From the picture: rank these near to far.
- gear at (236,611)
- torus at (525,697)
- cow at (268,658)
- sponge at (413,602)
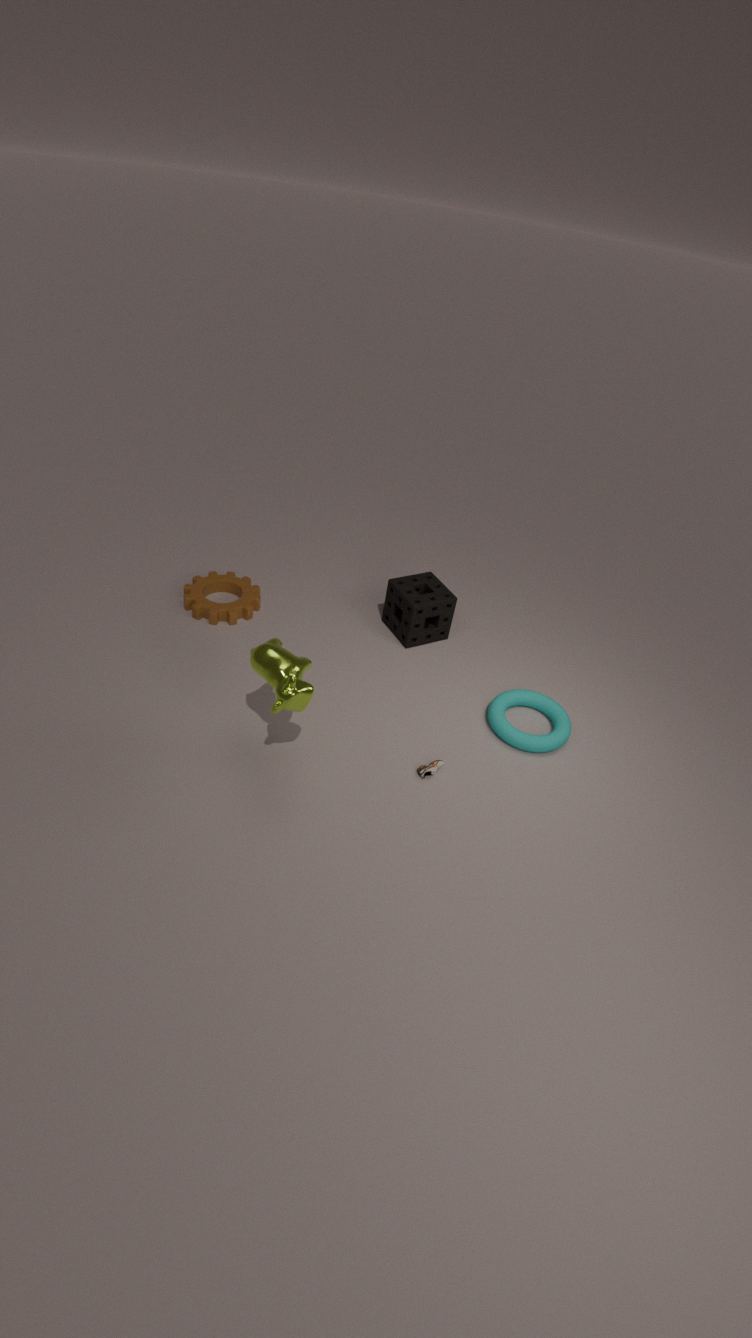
cow at (268,658) < torus at (525,697) < sponge at (413,602) < gear at (236,611)
